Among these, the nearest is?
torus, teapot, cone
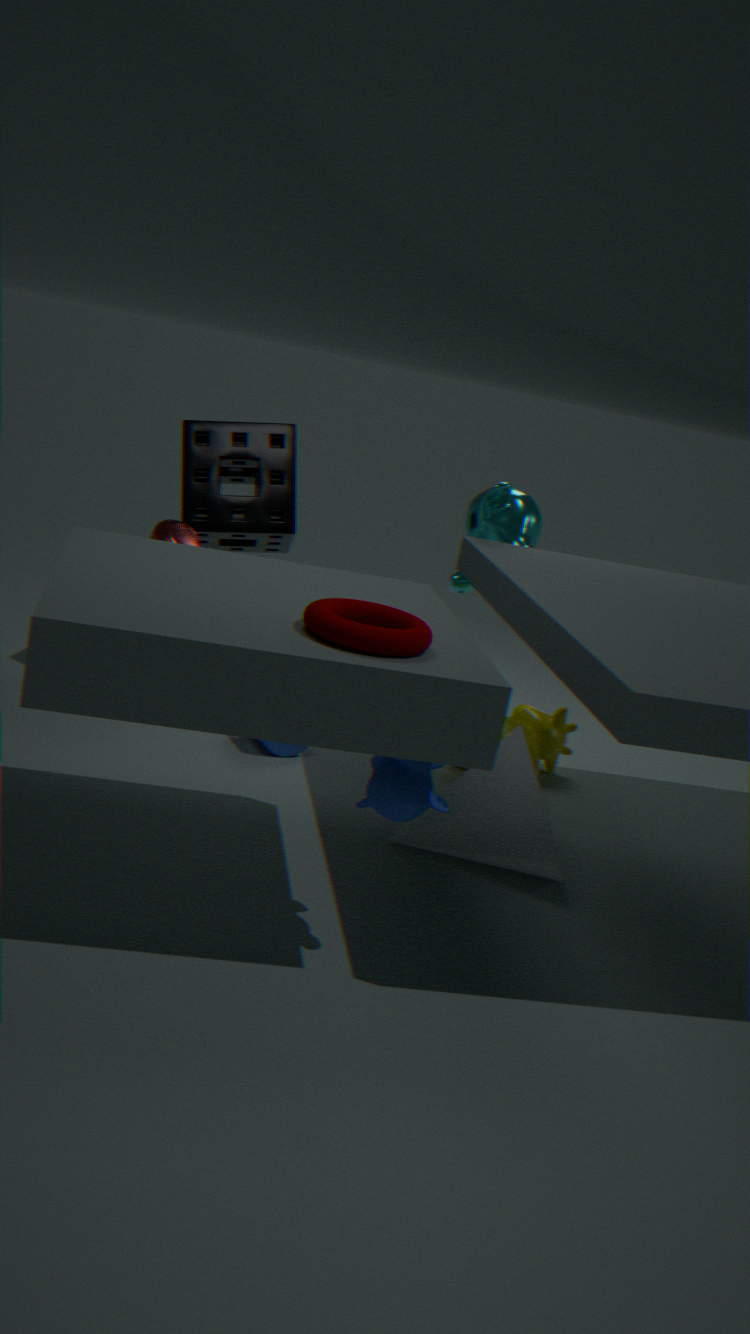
torus
